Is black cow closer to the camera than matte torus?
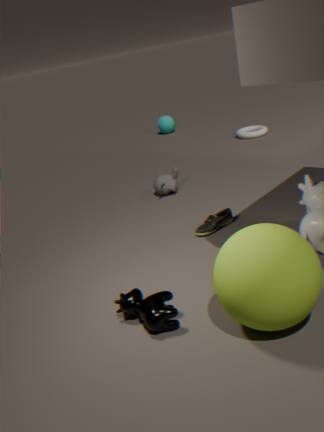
Yes
